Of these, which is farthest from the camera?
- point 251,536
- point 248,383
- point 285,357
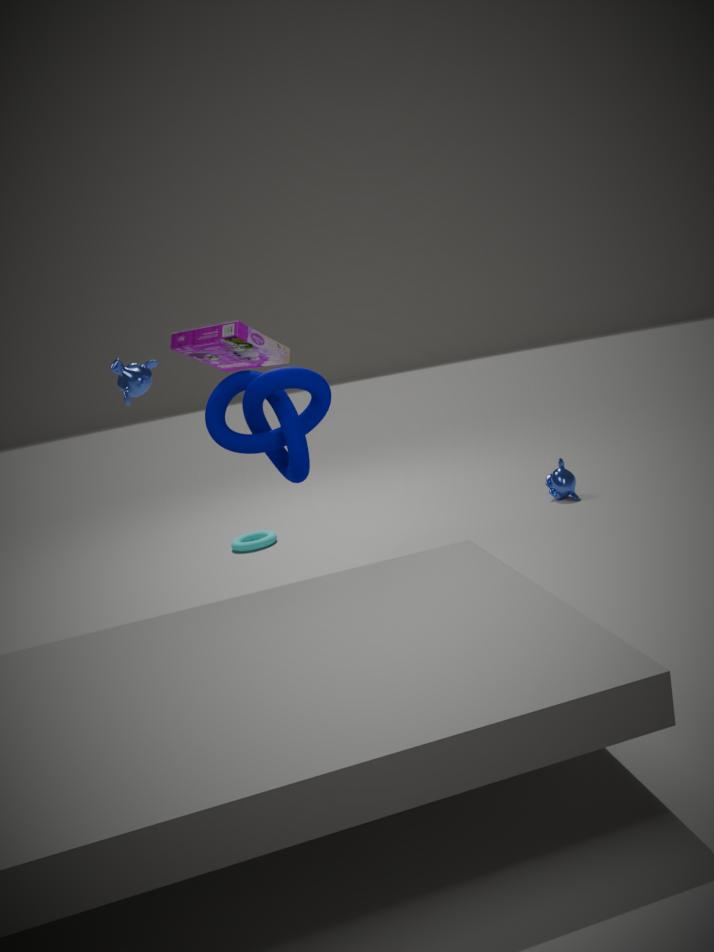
point 251,536
